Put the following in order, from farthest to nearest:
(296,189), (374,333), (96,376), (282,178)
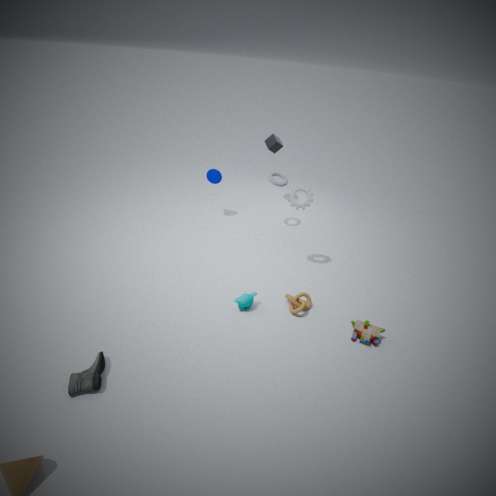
(282,178), (296,189), (374,333), (96,376)
